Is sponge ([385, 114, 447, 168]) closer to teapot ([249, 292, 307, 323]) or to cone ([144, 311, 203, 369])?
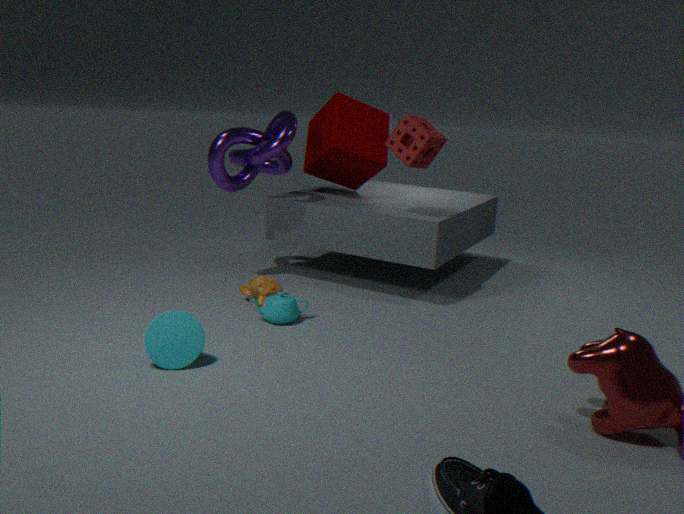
teapot ([249, 292, 307, 323])
